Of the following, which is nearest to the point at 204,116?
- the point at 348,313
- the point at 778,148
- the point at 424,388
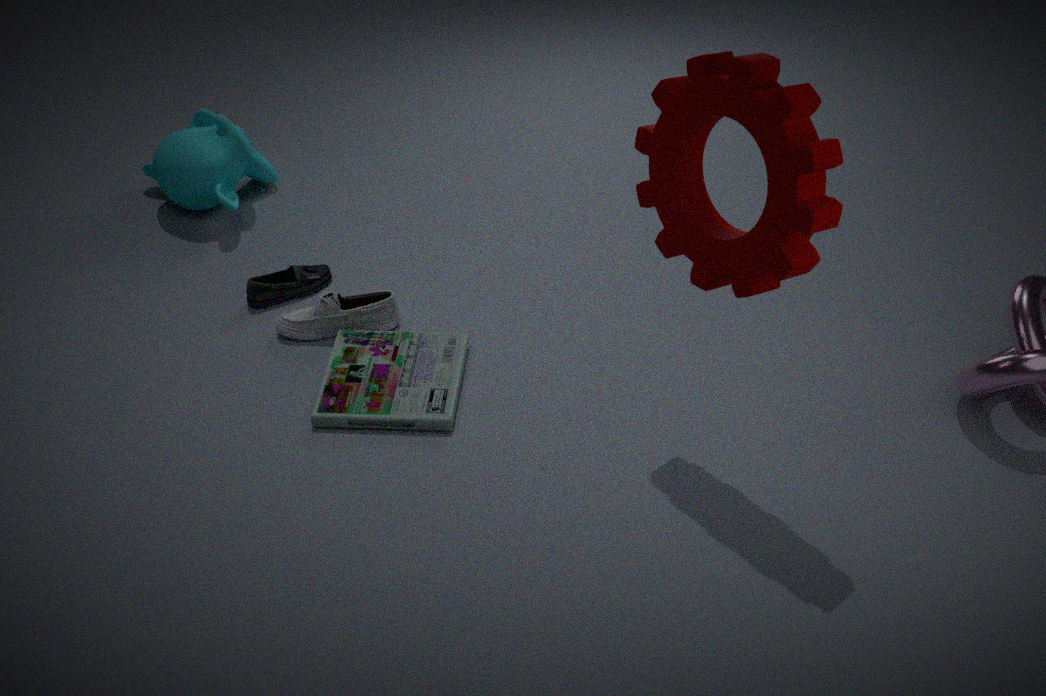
the point at 348,313
